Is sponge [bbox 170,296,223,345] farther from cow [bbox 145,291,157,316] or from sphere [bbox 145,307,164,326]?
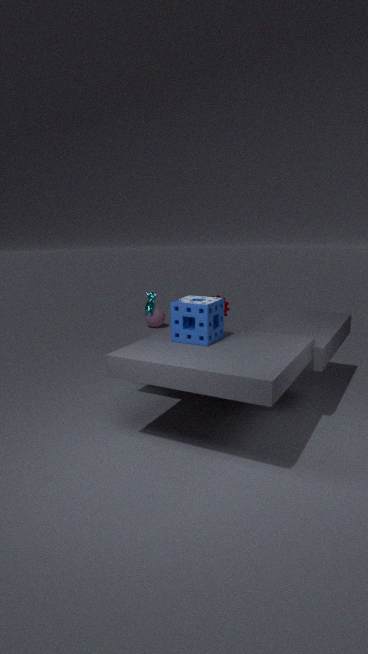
sphere [bbox 145,307,164,326]
